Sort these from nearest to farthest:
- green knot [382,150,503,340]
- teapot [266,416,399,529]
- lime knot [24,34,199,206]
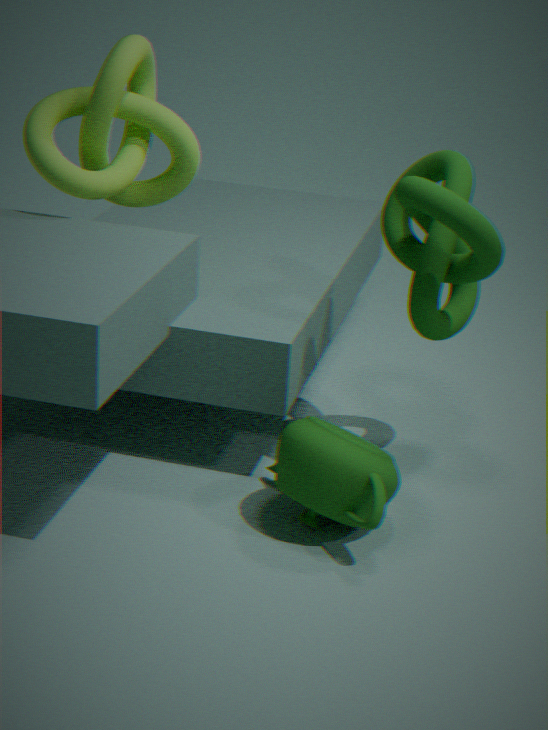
teapot [266,416,399,529], green knot [382,150,503,340], lime knot [24,34,199,206]
